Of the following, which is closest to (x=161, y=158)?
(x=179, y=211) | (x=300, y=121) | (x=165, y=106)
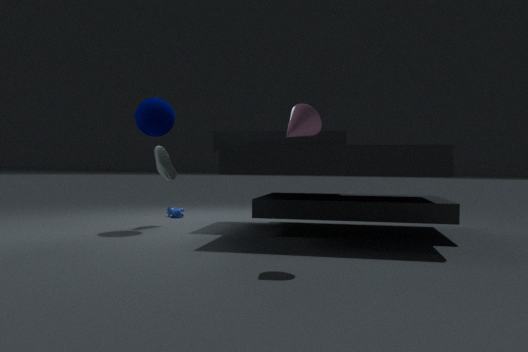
(x=165, y=106)
